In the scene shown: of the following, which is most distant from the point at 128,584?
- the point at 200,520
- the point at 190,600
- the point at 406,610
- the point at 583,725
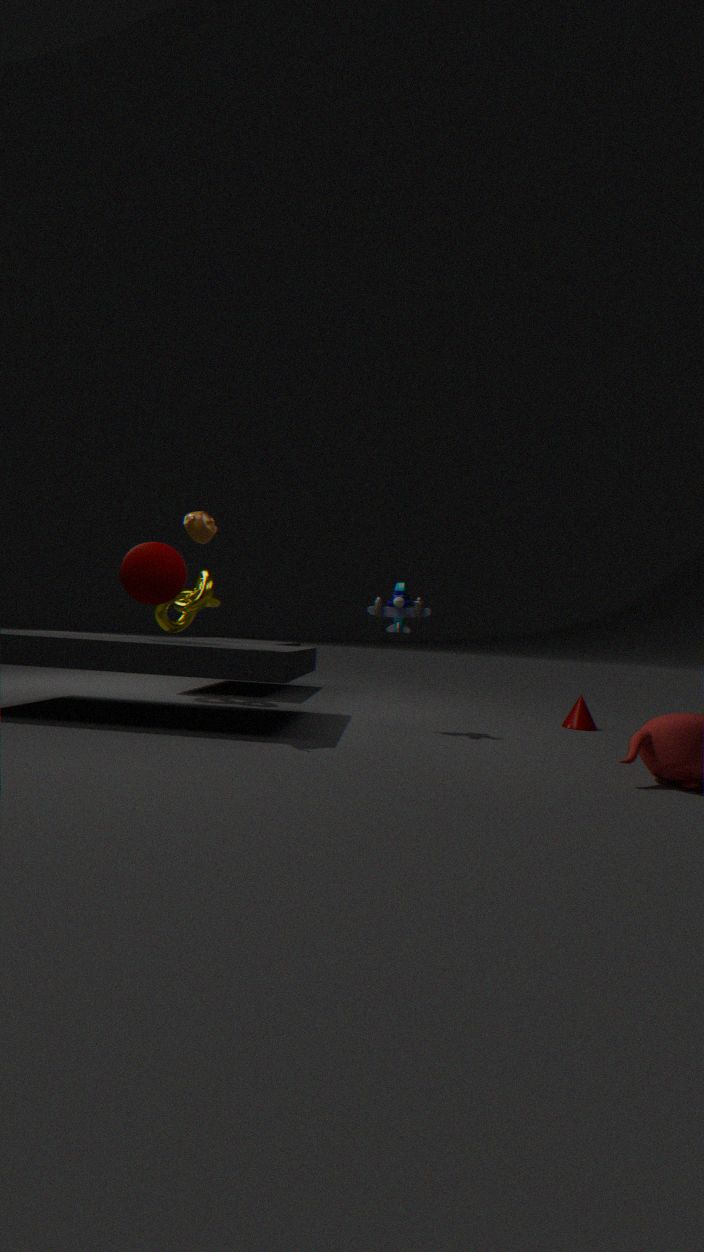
the point at 583,725
